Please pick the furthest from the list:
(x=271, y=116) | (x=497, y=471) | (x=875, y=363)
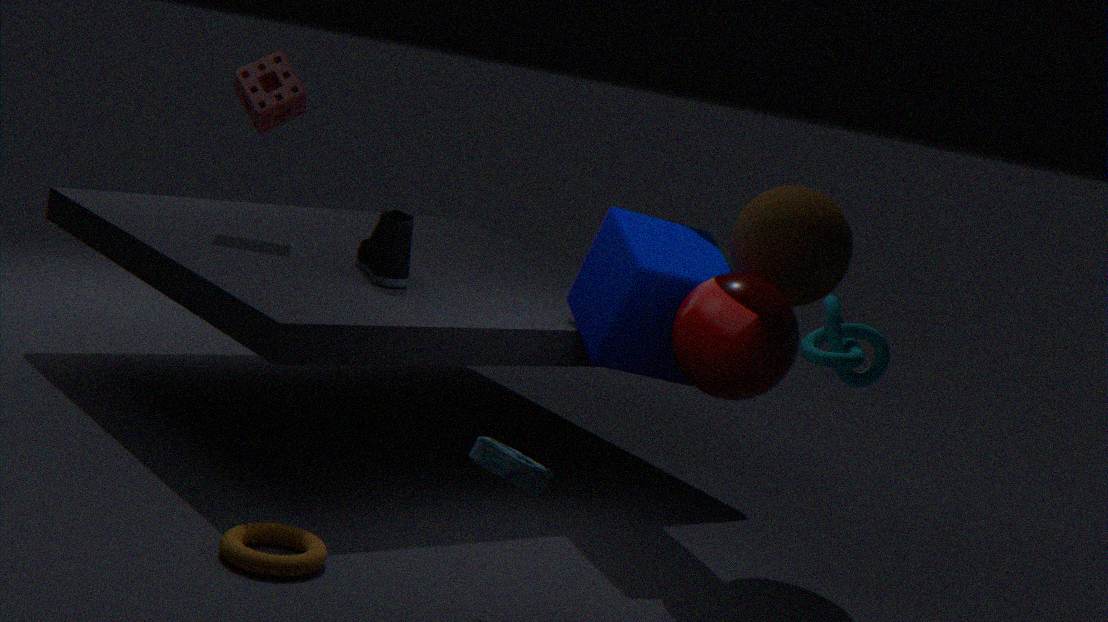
(x=271, y=116)
